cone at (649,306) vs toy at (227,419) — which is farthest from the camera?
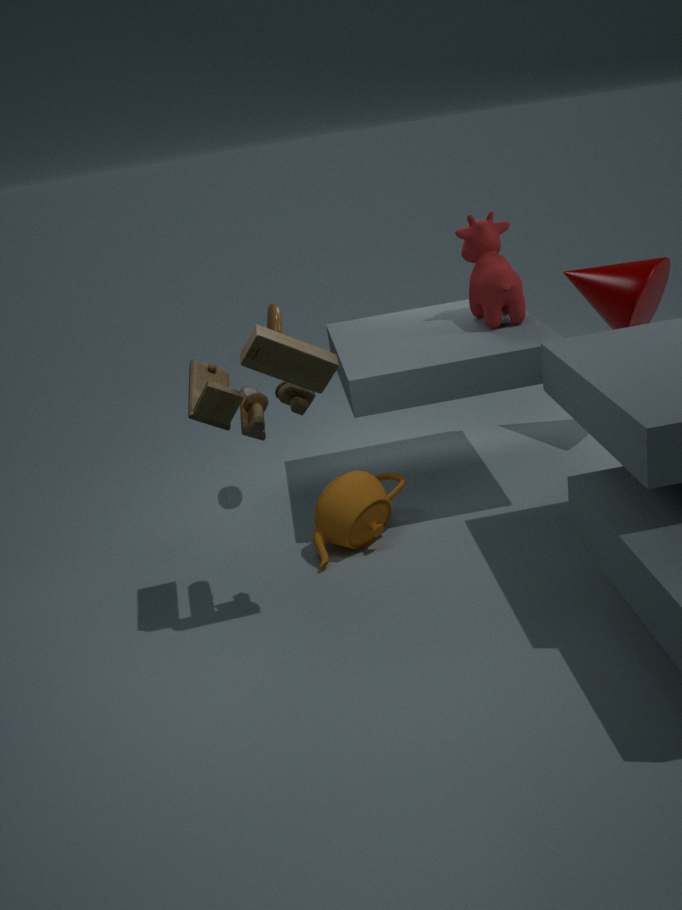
cone at (649,306)
